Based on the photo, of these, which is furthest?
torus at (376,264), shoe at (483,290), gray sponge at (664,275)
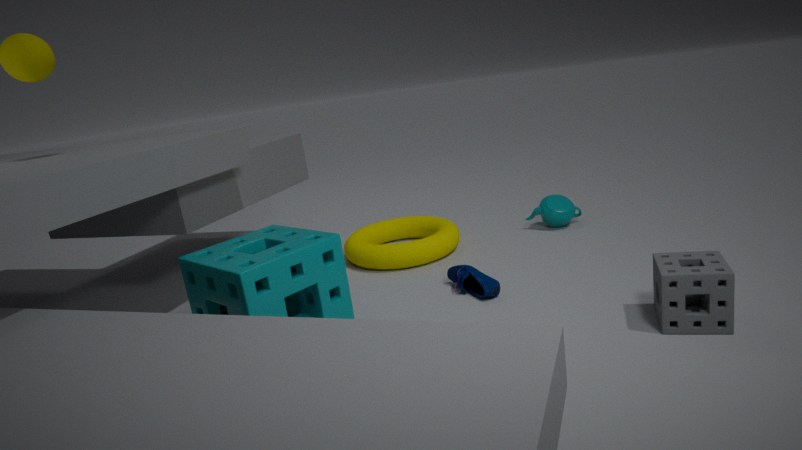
torus at (376,264)
